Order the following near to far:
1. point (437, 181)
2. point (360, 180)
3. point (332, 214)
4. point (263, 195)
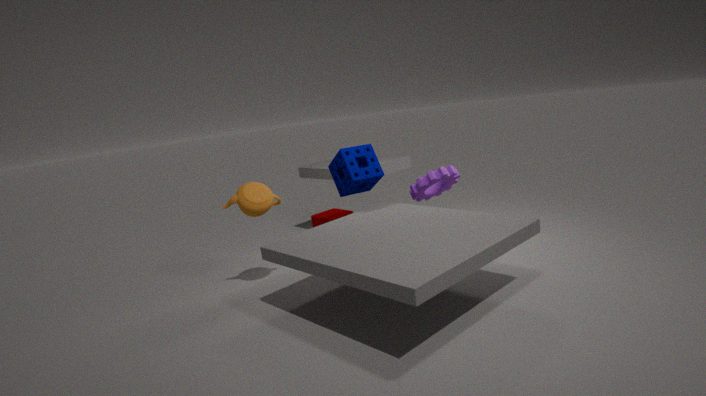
point (263, 195), point (360, 180), point (437, 181), point (332, 214)
